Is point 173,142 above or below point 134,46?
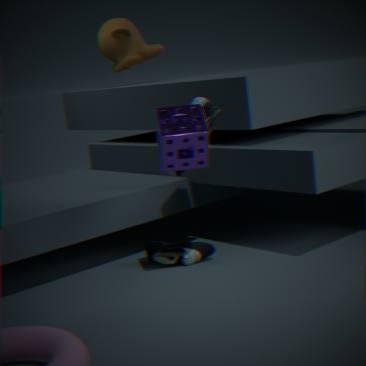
below
